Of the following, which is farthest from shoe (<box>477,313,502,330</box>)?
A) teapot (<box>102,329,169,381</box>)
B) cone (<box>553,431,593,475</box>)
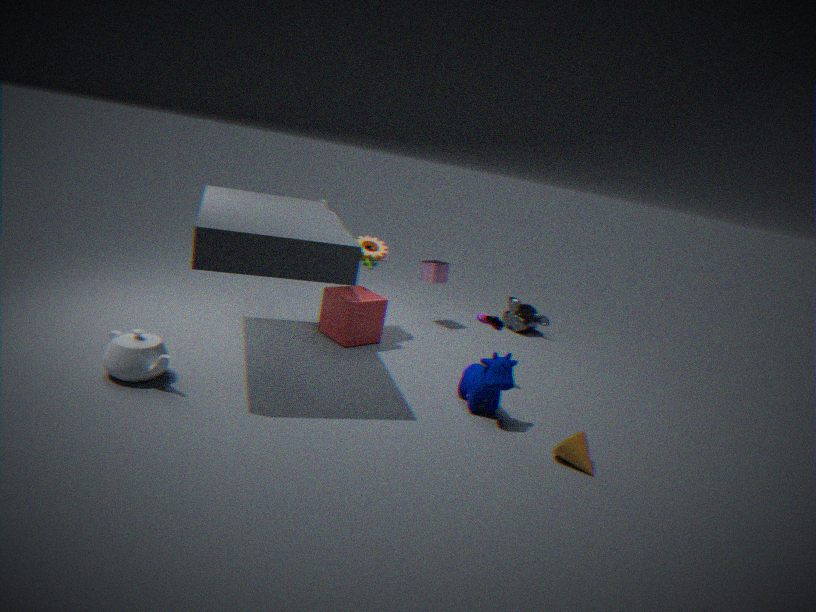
teapot (<box>102,329,169,381</box>)
